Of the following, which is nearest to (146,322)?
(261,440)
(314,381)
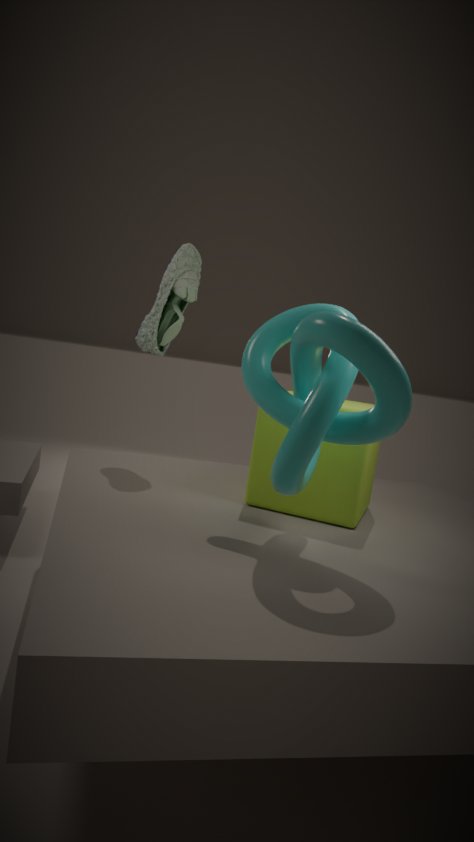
(261,440)
